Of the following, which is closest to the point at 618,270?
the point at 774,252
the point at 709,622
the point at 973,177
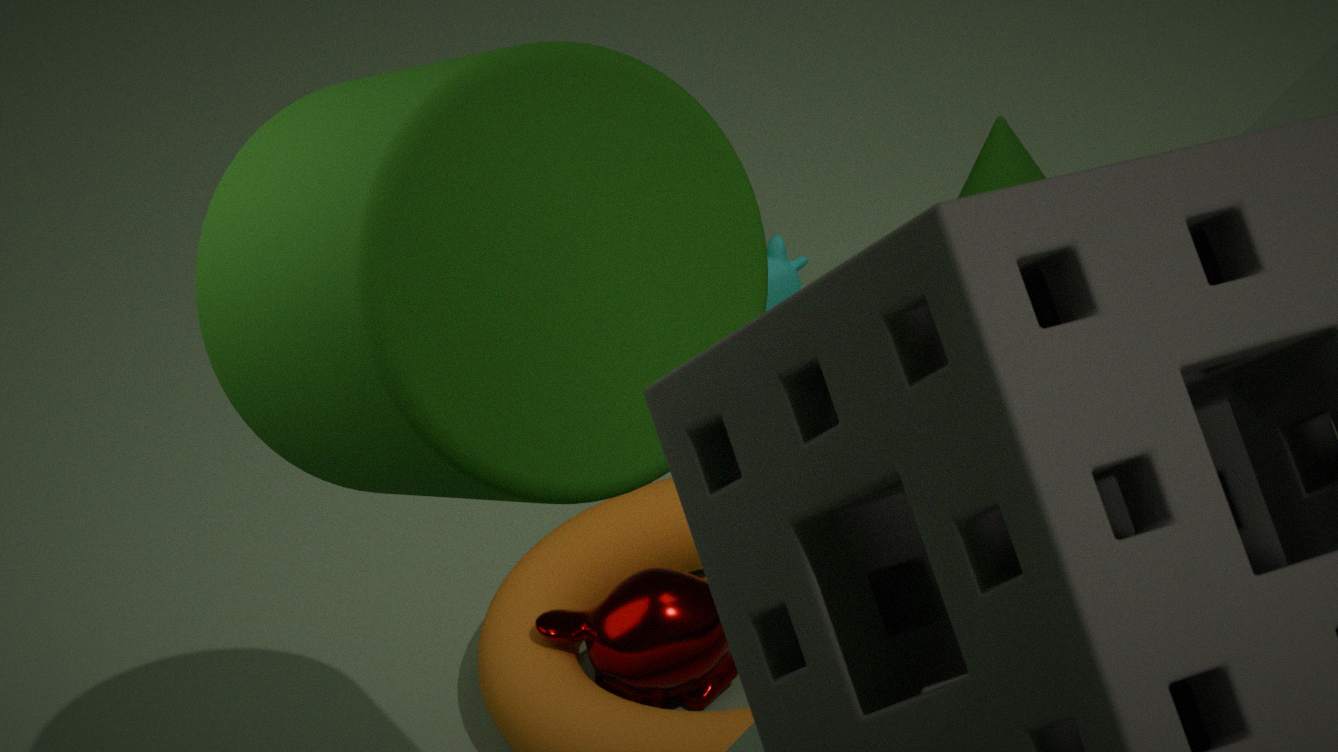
the point at 709,622
